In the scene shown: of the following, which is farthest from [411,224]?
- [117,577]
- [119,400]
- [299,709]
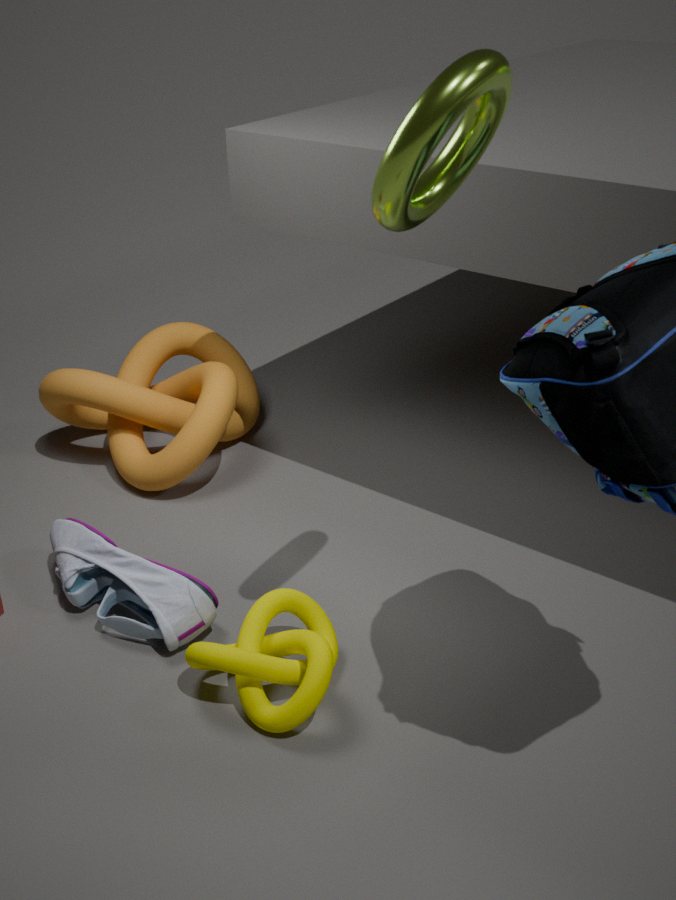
[119,400]
